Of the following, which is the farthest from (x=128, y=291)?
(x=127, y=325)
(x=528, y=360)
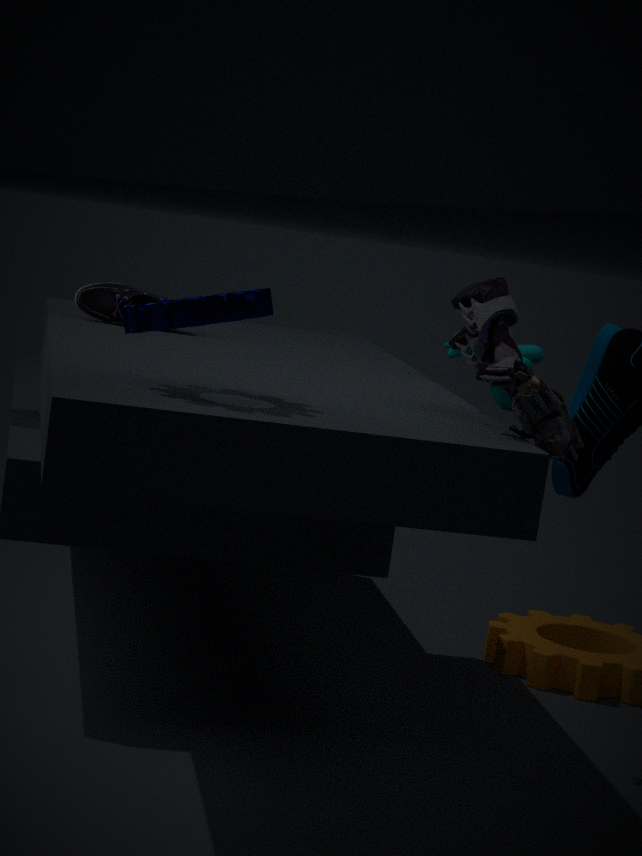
(x=127, y=325)
